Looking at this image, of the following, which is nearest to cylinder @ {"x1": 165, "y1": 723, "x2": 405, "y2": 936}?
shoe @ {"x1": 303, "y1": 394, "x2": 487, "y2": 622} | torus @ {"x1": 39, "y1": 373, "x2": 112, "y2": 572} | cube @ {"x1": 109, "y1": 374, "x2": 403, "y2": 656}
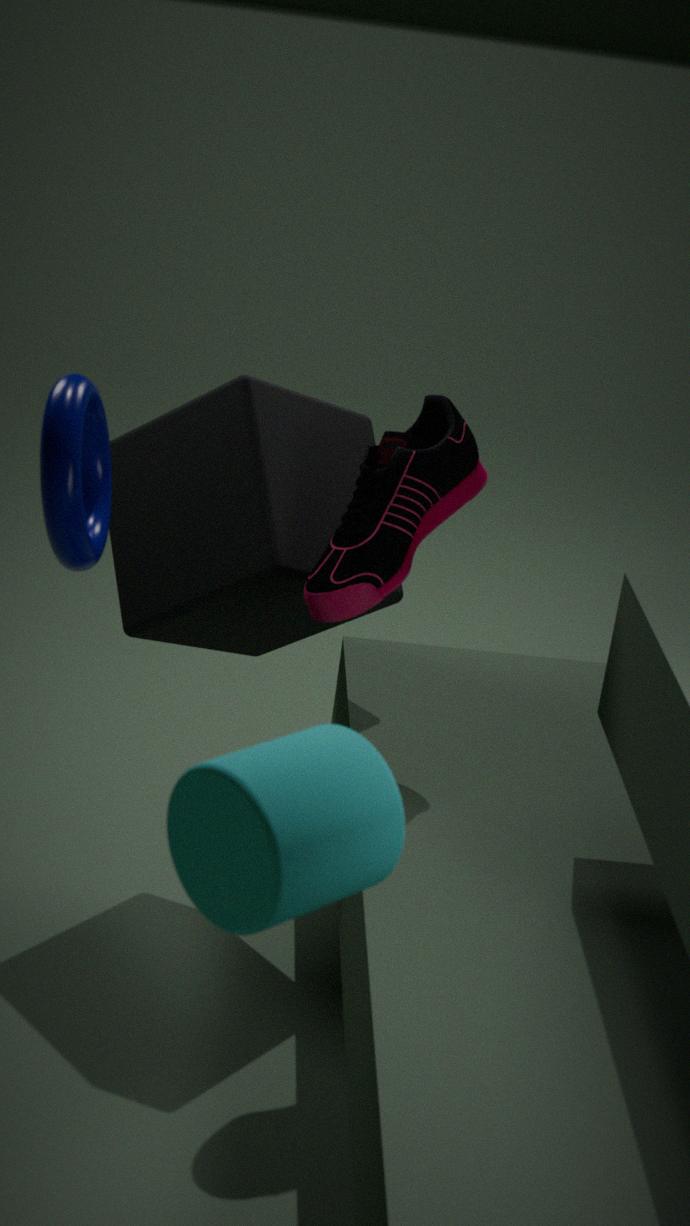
torus @ {"x1": 39, "y1": 373, "x2": 112, "y2": 572}
